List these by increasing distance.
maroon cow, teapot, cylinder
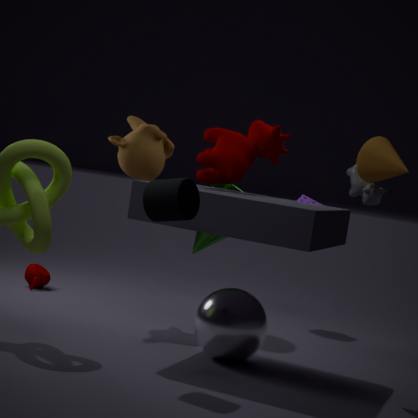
cylinder, maroon cow, teapot
